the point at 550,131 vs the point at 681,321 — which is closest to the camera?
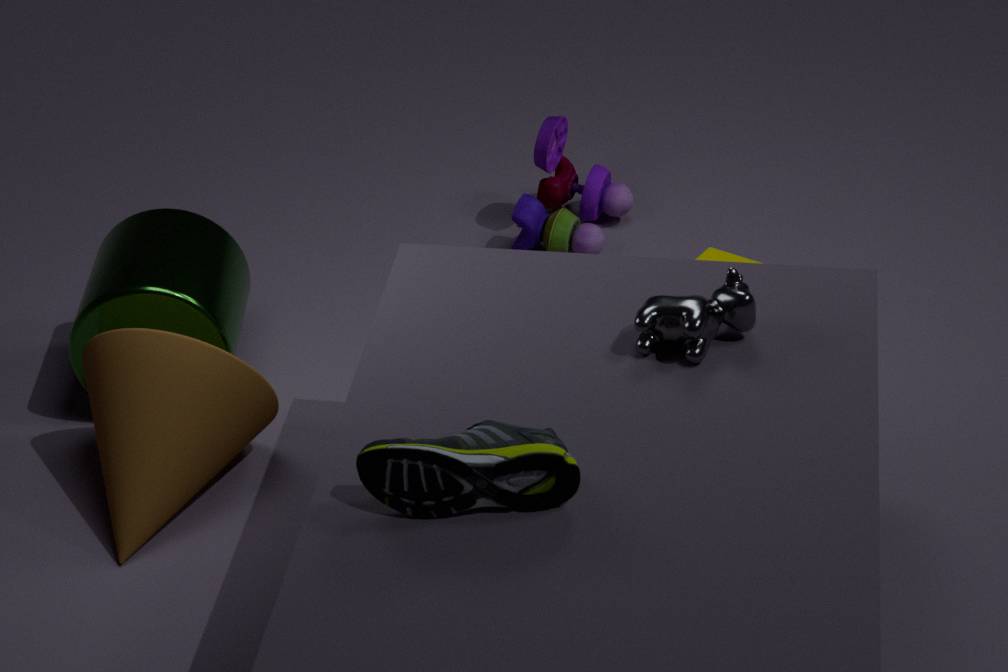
the point at 681,321
